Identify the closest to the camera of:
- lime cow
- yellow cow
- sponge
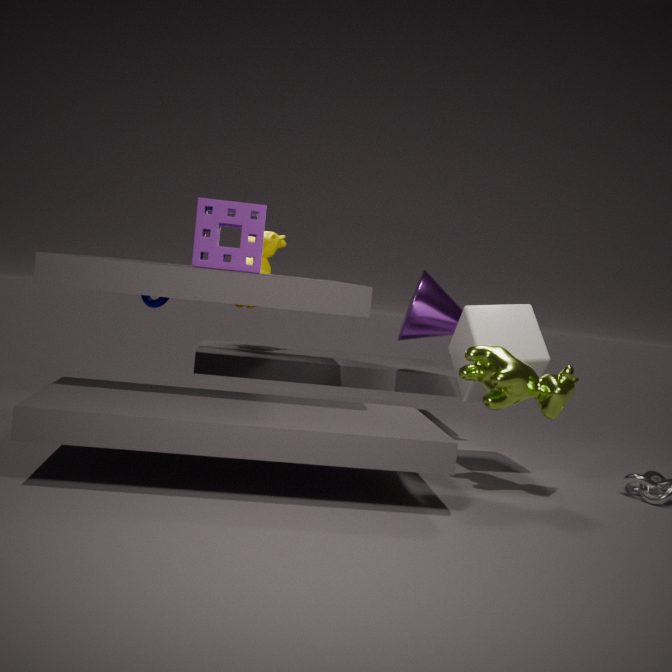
lime cow
